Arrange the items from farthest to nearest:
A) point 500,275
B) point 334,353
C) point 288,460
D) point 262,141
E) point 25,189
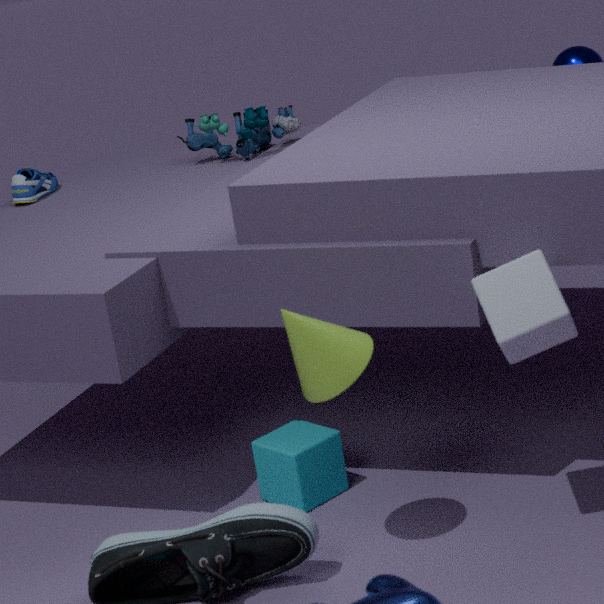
1. point 262,141
2. point 25,189
3. point 288,460
4. point 500,275
5. point 334,353
